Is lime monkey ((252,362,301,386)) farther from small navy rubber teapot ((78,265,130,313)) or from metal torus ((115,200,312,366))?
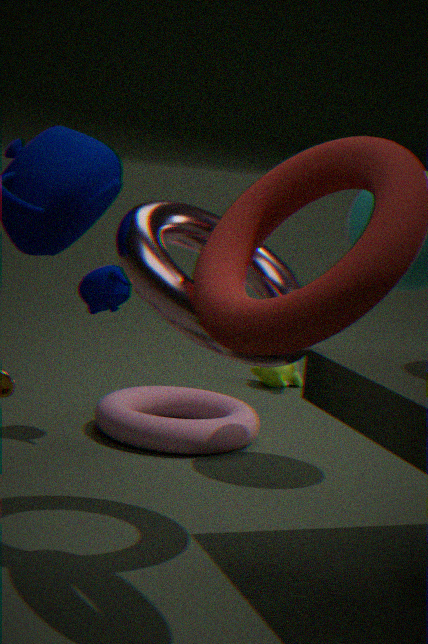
metal torus ((115,200,312,366))
